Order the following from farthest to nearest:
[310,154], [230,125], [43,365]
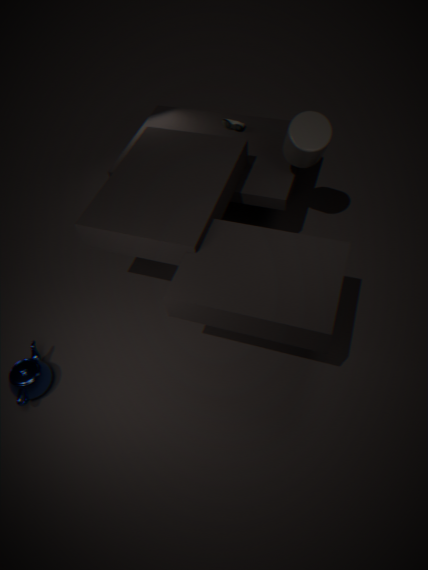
[230,125], [310,154], [43,365]
